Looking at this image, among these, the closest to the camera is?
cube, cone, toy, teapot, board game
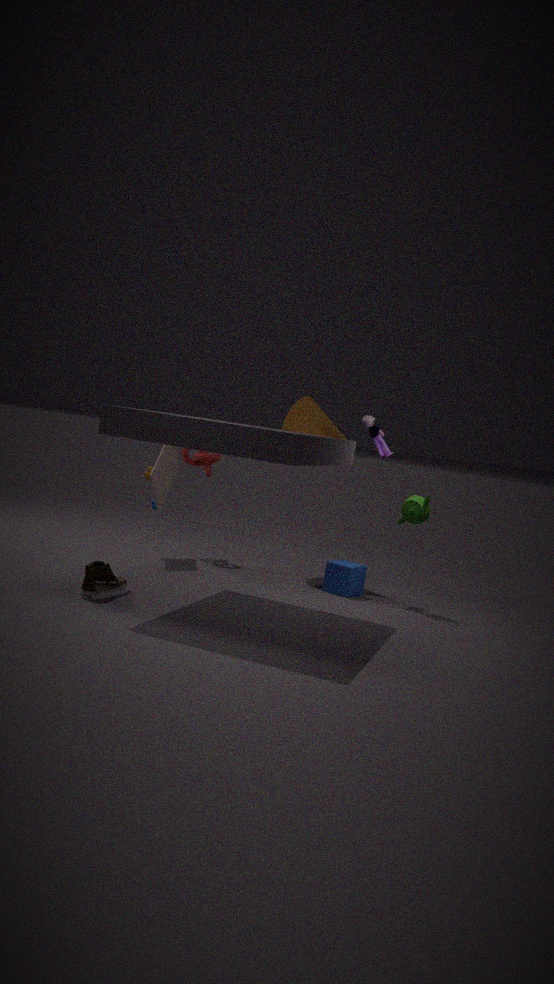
teapot
